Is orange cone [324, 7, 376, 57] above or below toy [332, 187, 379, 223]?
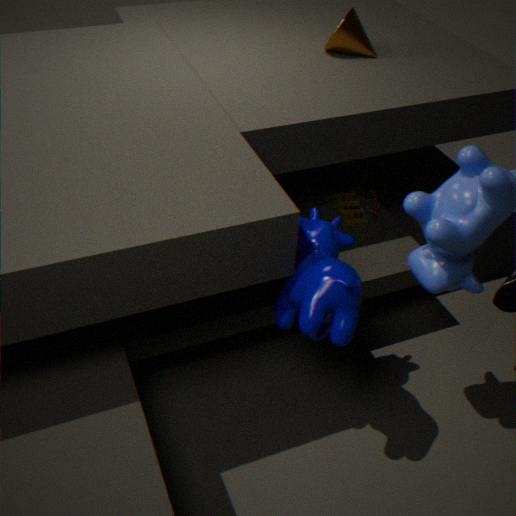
above
